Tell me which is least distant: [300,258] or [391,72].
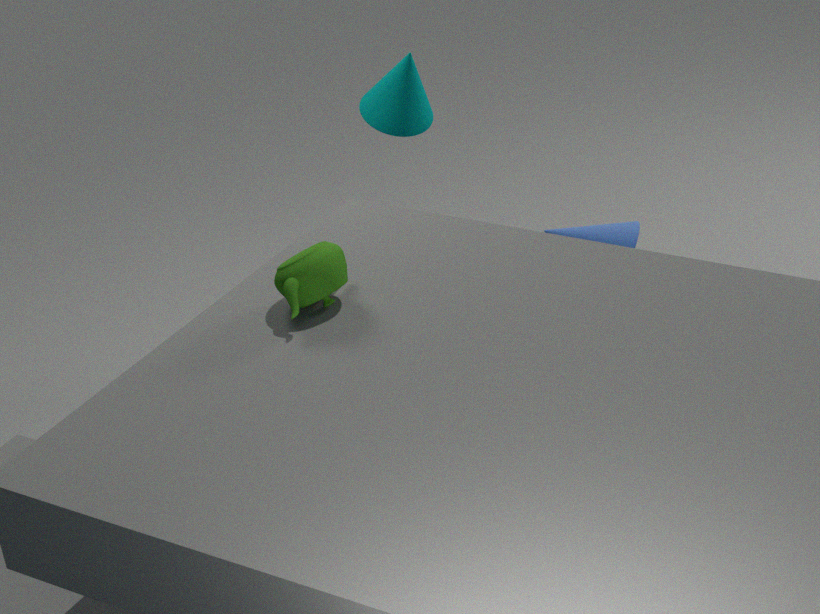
[300,258]
